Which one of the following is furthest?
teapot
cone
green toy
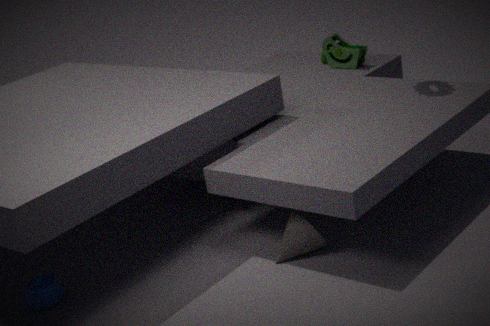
green toy
